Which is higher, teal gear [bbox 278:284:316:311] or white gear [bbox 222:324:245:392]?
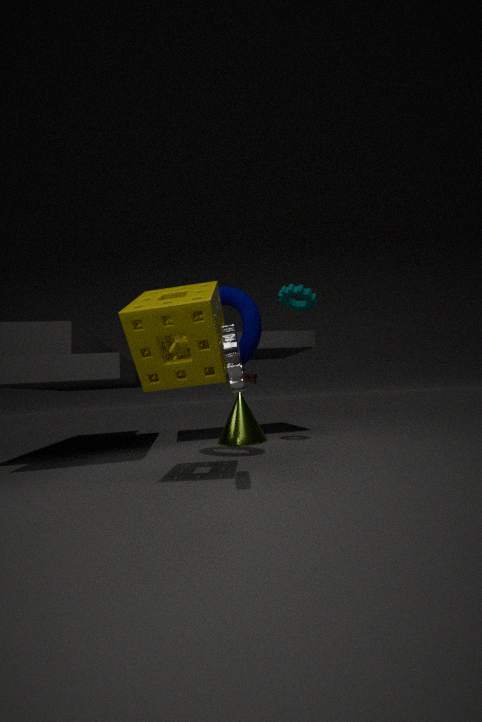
teal gear [bbox 278:284:316:311]
